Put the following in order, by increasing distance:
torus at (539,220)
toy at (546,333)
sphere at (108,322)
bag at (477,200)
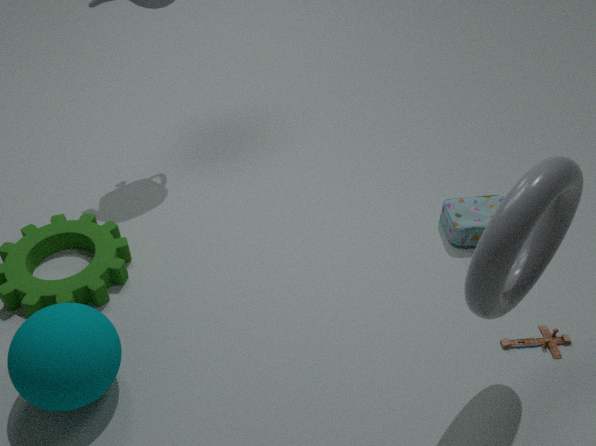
torus at (539,220), sphere at (108,322), toy at (546,333), bag at (477,200)
